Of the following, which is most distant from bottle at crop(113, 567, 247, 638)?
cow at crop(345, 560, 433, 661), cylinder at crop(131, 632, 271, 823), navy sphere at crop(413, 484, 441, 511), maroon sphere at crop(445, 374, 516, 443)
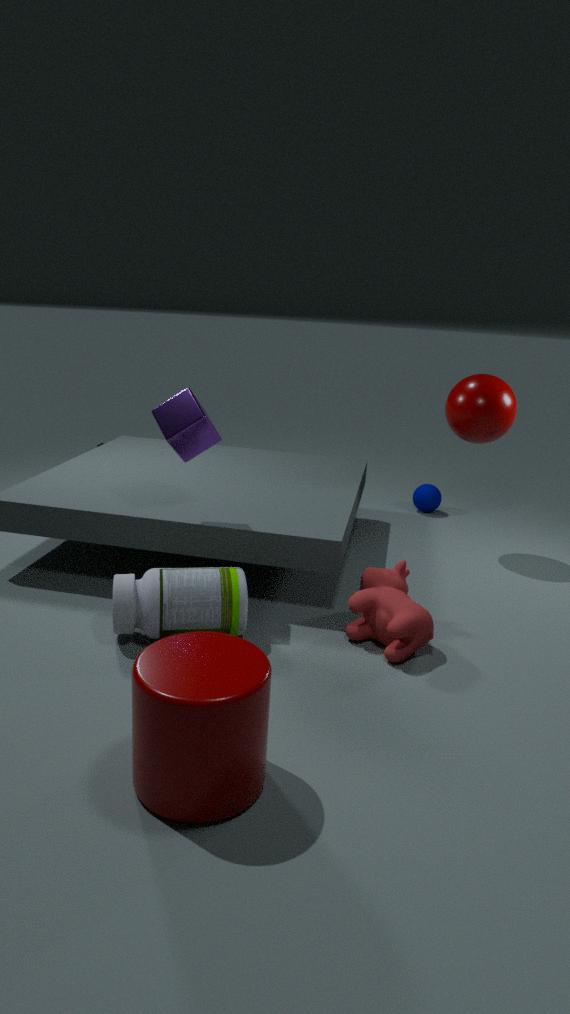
navy sphere at crop(413, 484, 441, 511)
